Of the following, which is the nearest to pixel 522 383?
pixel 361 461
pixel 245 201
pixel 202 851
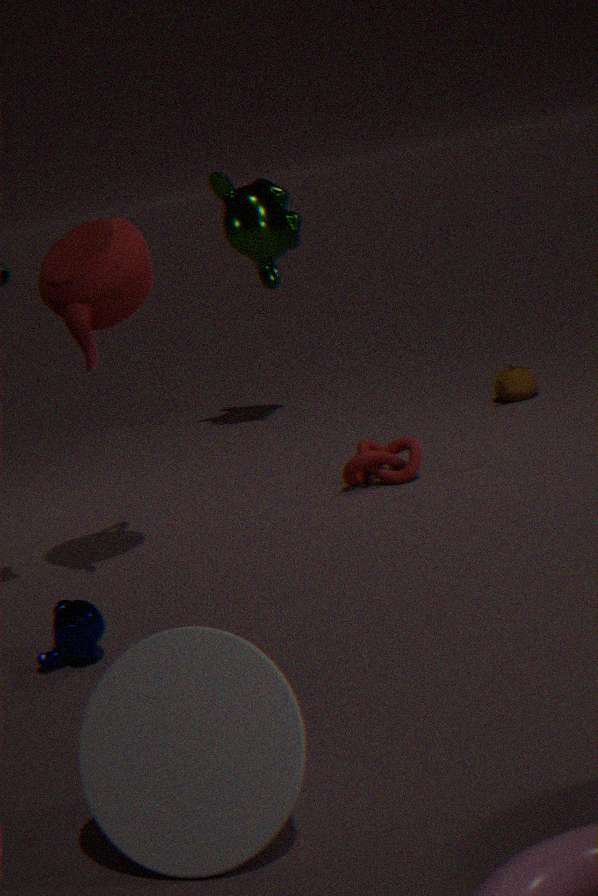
pixel 361 461
